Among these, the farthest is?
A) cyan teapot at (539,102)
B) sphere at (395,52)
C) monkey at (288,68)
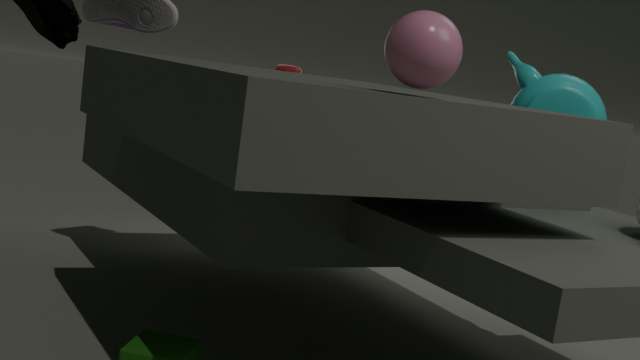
monkey at (288,68)
